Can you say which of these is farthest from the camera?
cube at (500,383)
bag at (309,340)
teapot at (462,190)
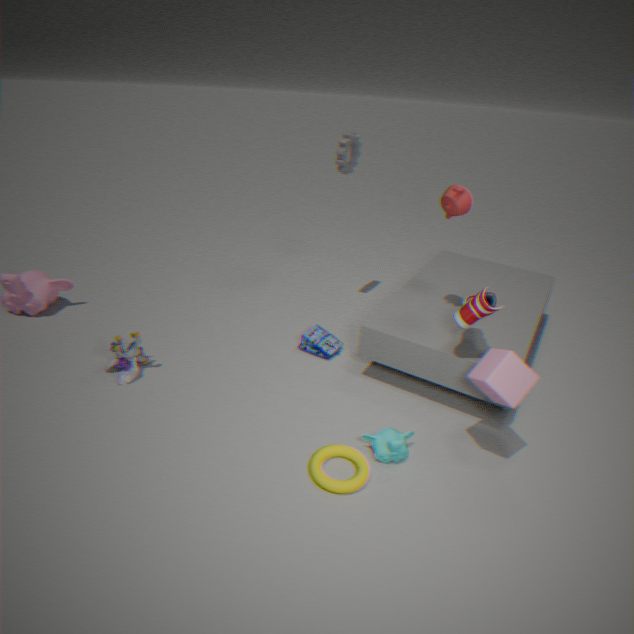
bag at (309,340)
